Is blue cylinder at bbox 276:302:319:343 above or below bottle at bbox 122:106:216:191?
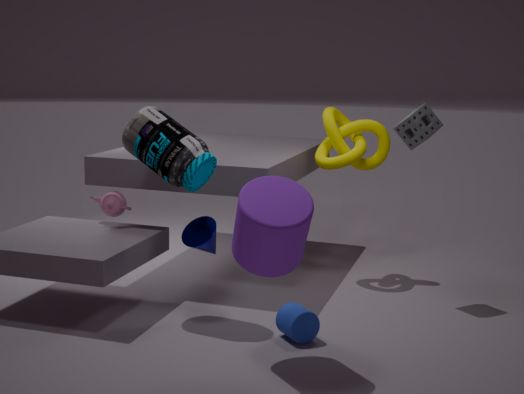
below
